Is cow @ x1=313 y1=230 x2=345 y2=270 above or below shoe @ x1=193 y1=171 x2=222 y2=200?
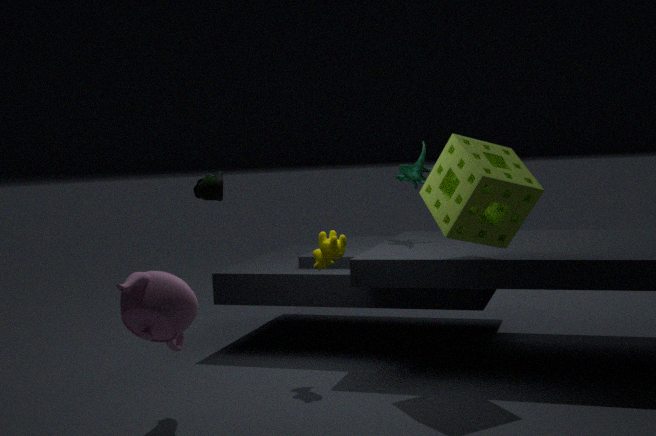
below
